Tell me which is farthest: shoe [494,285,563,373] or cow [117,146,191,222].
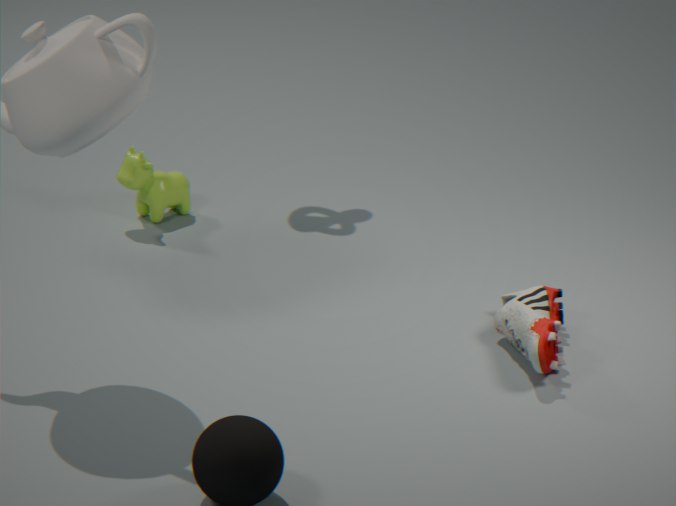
cow [117,146,191,222]
